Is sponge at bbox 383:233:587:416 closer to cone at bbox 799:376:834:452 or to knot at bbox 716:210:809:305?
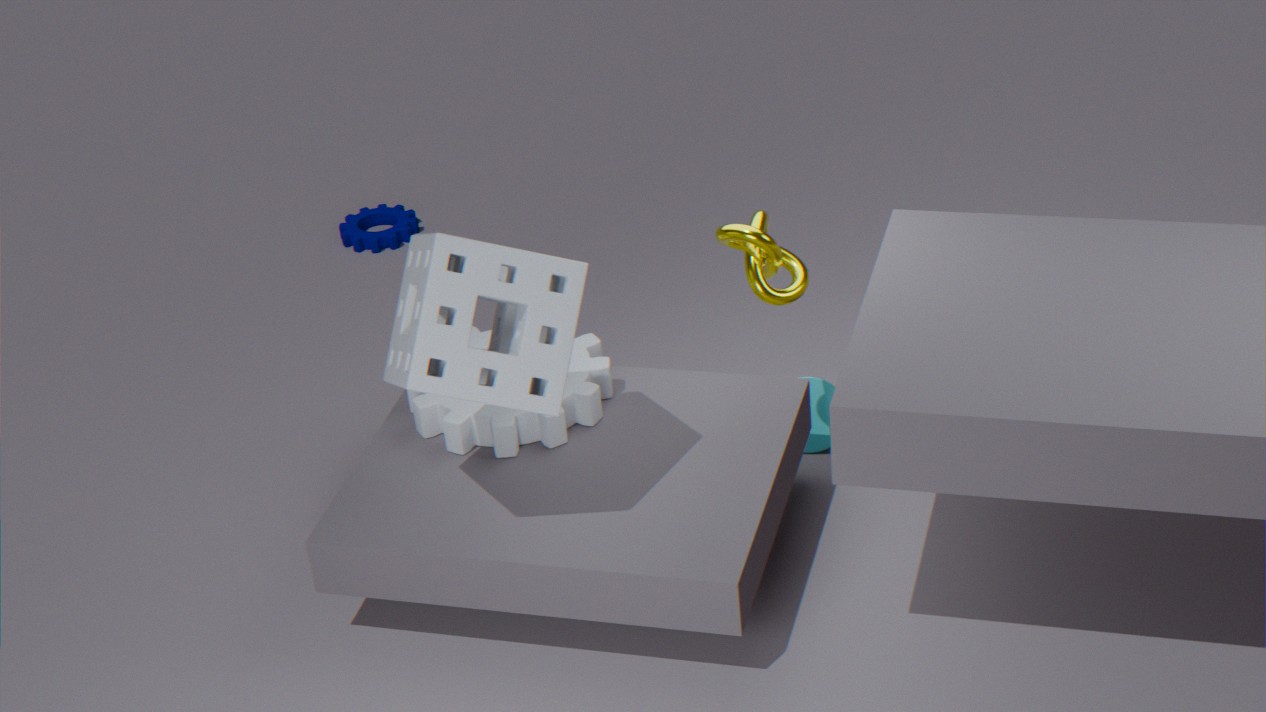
knot at bbox 716:210:809:305
